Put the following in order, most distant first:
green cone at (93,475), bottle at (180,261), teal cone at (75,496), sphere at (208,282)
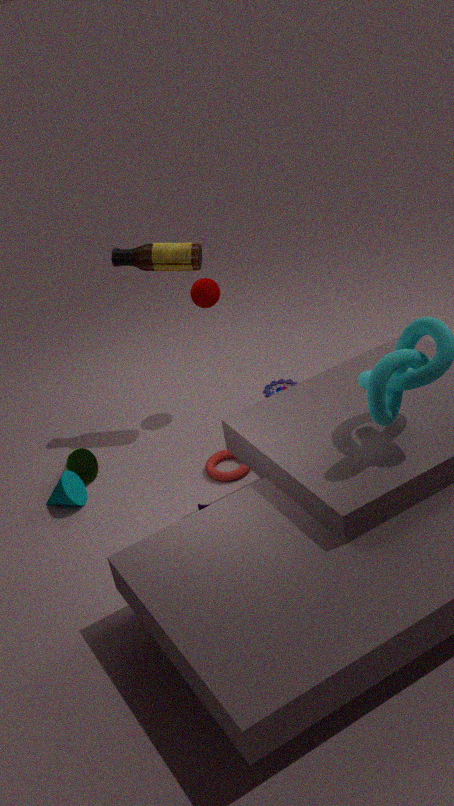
1. sphere at (208,282)
2. green cone at (93,475)
3. bottle at (180,261)
4. teal cone at (75,496)
